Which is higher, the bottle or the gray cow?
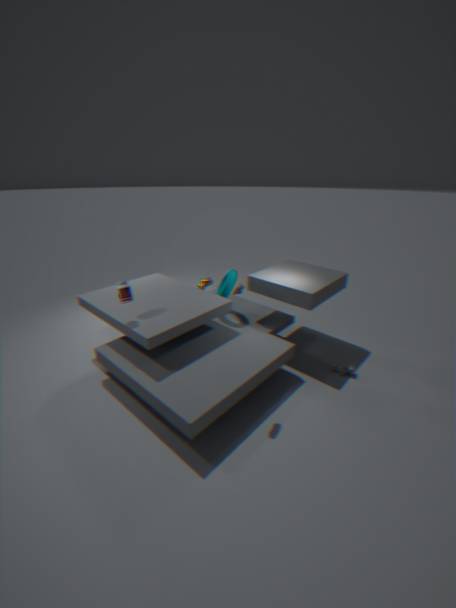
the bottle
